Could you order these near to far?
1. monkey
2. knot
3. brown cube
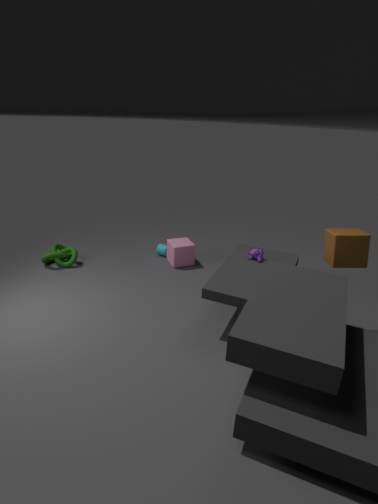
brown cube < monkey < knot
